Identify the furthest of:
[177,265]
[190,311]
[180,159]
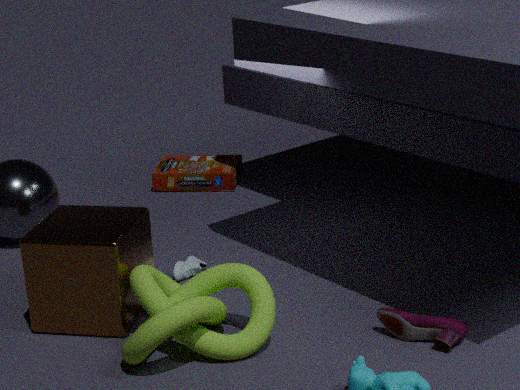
[180,159]
